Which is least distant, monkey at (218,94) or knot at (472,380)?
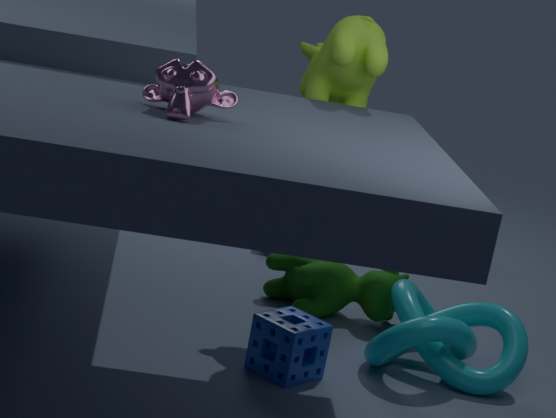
monkey at (218,94)
